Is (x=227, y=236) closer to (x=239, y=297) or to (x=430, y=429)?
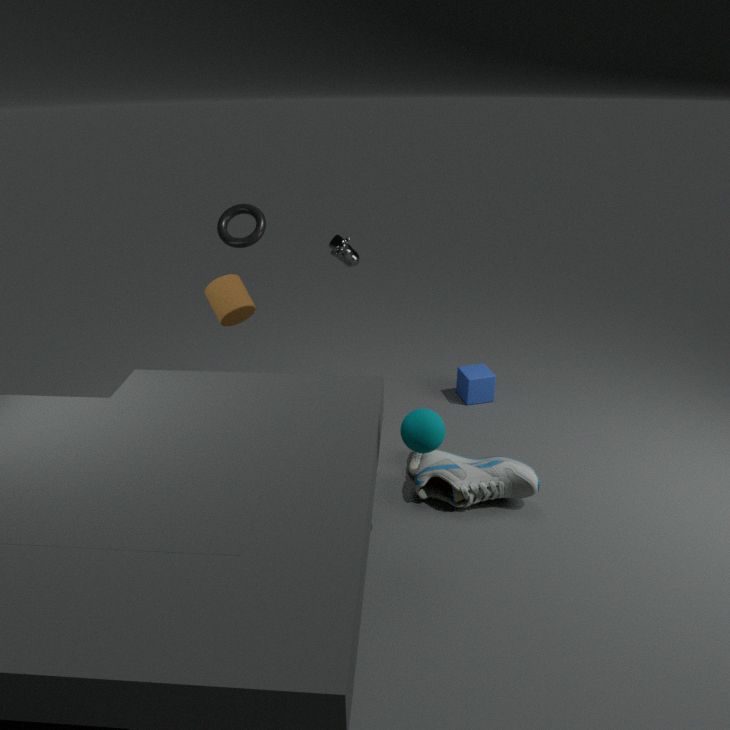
(x=239, y=297)
